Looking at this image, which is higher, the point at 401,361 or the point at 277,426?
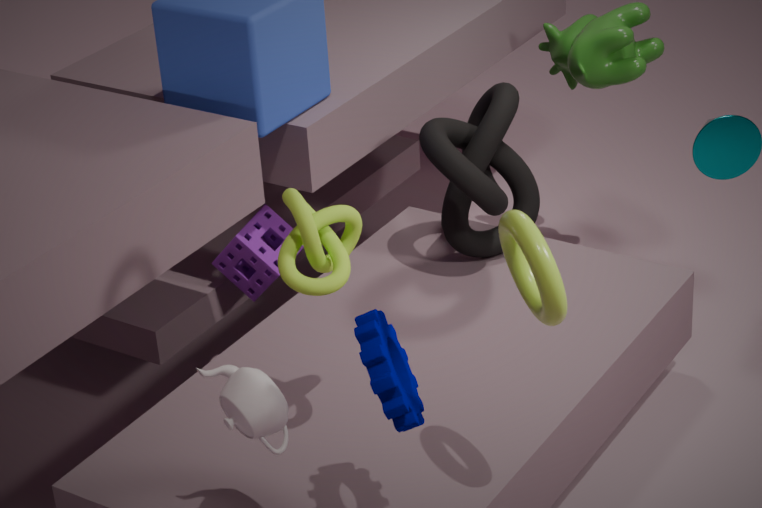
the point at 401,361
